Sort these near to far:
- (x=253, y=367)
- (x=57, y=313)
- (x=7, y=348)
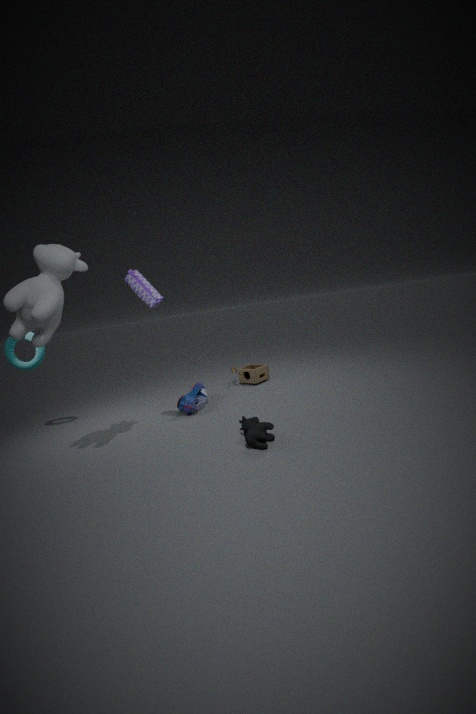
(x=57, y=313) < (x=7, y=348) < (x=253, y=367)
